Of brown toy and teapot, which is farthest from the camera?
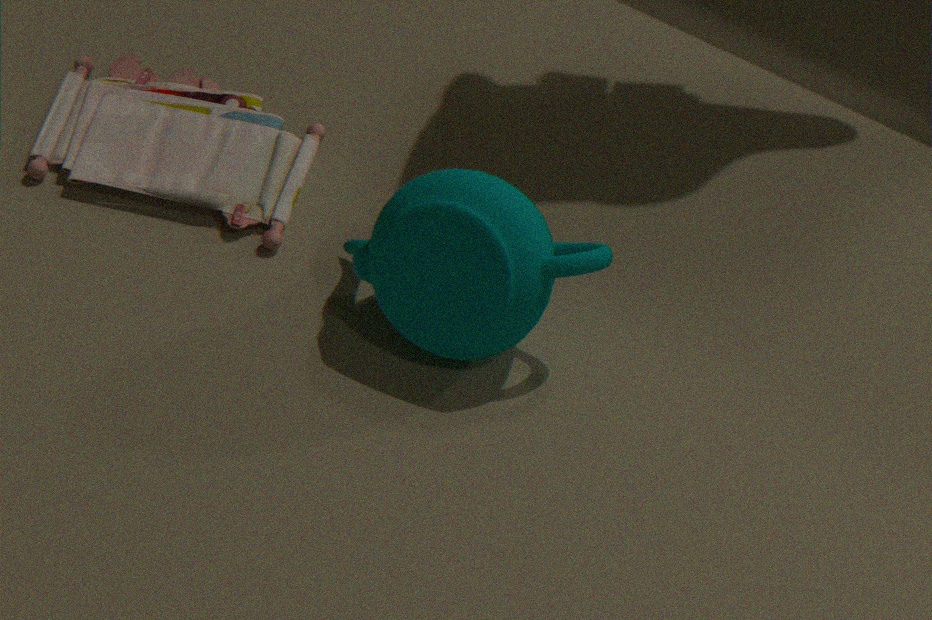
brown toy
